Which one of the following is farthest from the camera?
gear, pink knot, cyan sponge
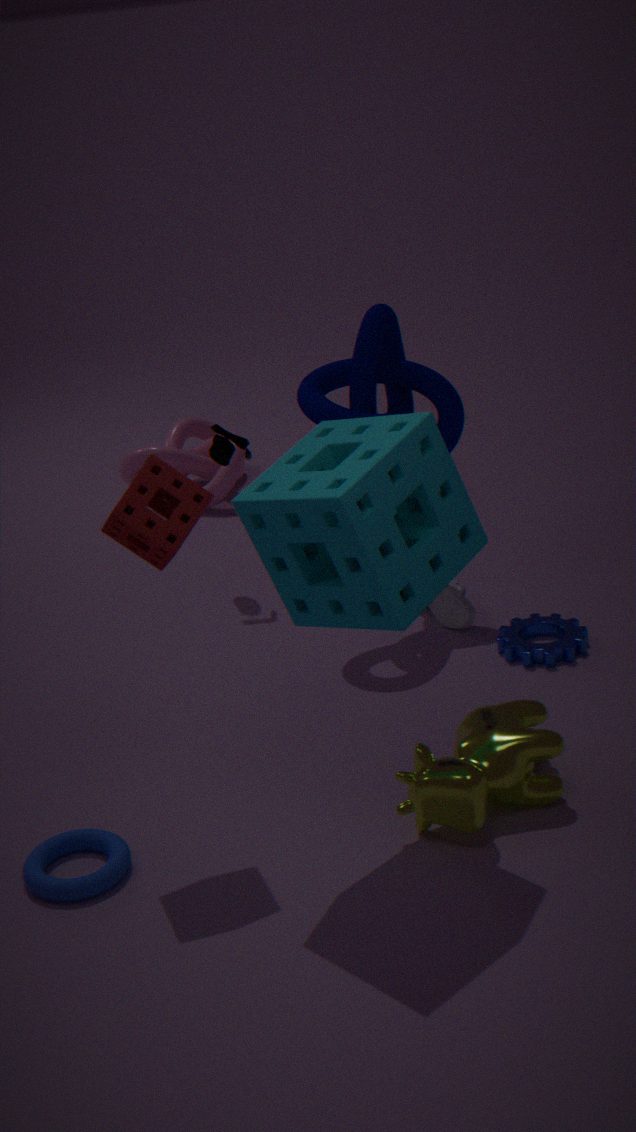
pink knot
